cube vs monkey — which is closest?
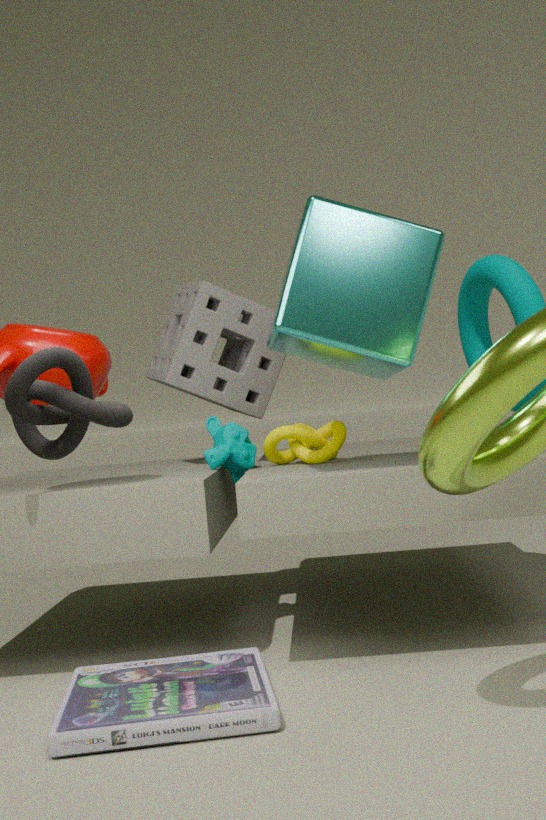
cube
